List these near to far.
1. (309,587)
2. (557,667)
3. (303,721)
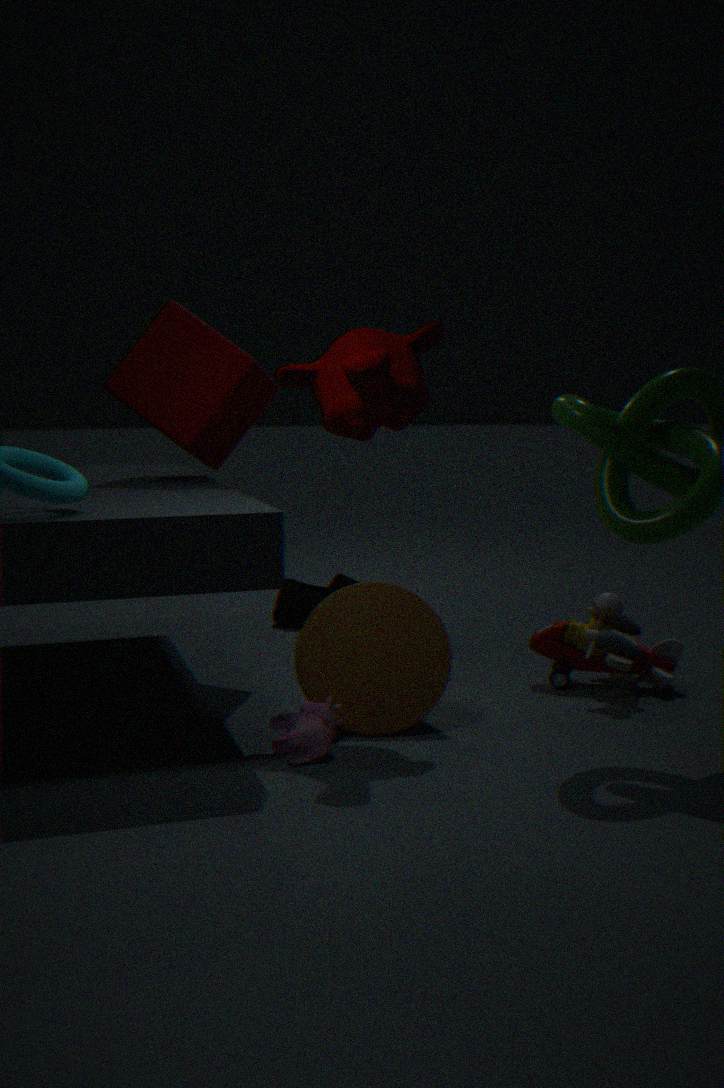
(303,721)
(557,667)
(309,587)
